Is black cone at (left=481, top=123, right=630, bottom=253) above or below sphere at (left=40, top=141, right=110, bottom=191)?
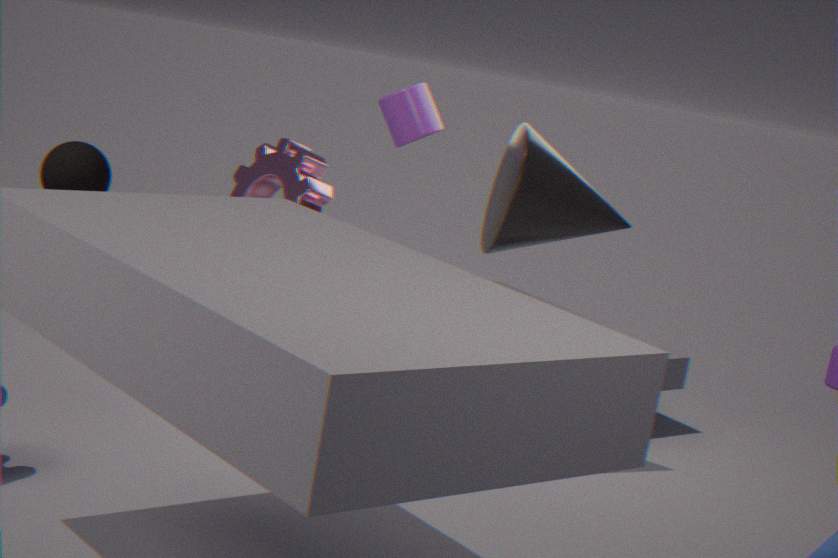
above
